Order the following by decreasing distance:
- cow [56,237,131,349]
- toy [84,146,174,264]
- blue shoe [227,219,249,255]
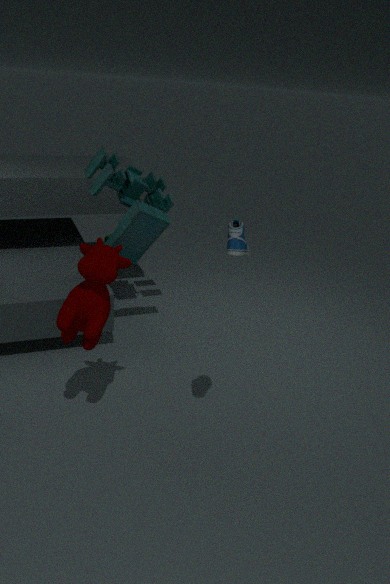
toy [84,146,174,264] < cow [56,237,131,349] < blue shoe [227,219,249,255]
